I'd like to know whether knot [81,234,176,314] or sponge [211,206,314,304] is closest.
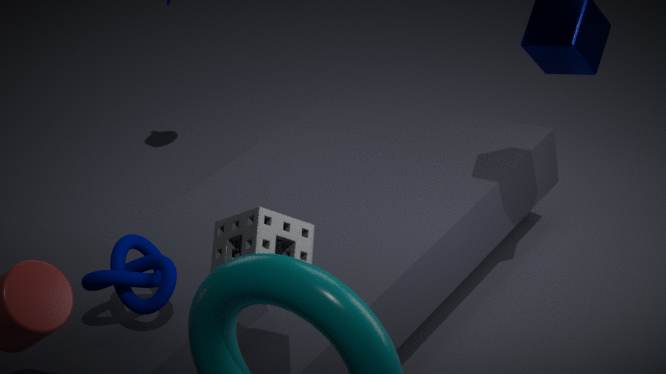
sponge [211,206,314,304]
